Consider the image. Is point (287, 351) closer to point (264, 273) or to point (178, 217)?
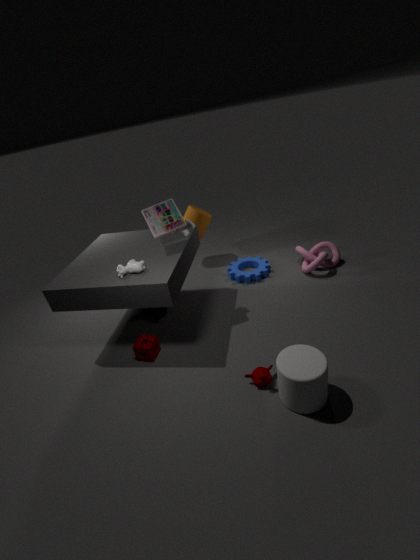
point (178, 217)
